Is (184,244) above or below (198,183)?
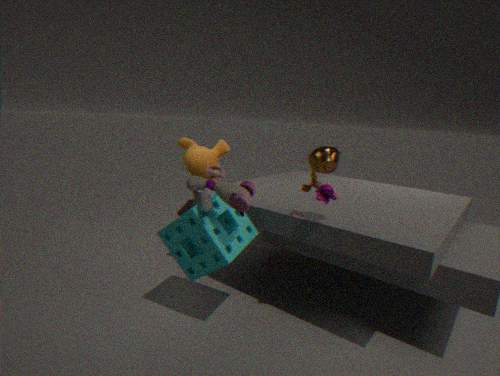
below
